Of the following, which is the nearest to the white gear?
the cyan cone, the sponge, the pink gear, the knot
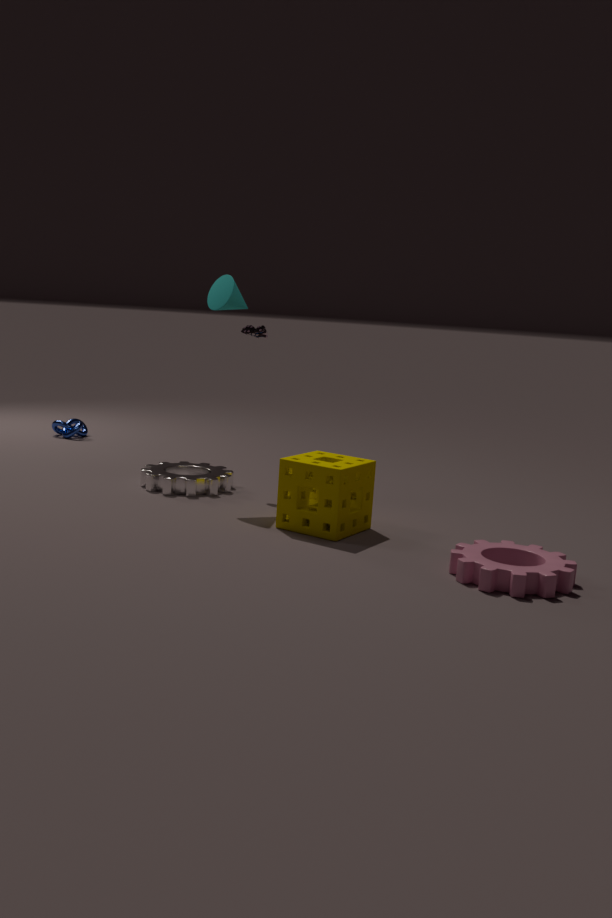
the sponge
